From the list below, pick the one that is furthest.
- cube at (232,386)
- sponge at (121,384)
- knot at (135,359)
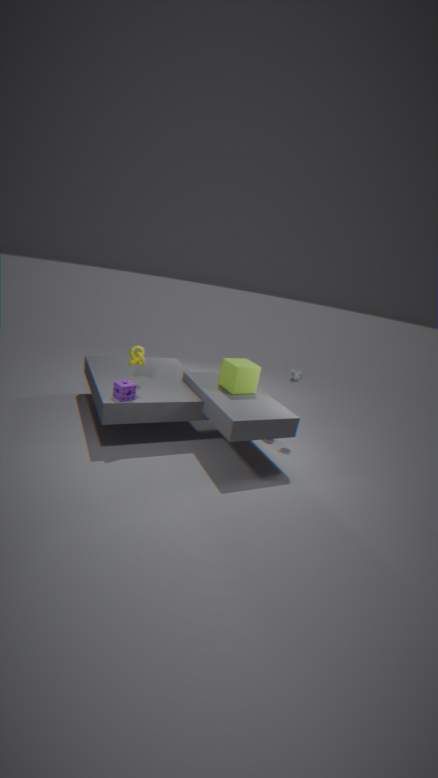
knot at (135,359)
